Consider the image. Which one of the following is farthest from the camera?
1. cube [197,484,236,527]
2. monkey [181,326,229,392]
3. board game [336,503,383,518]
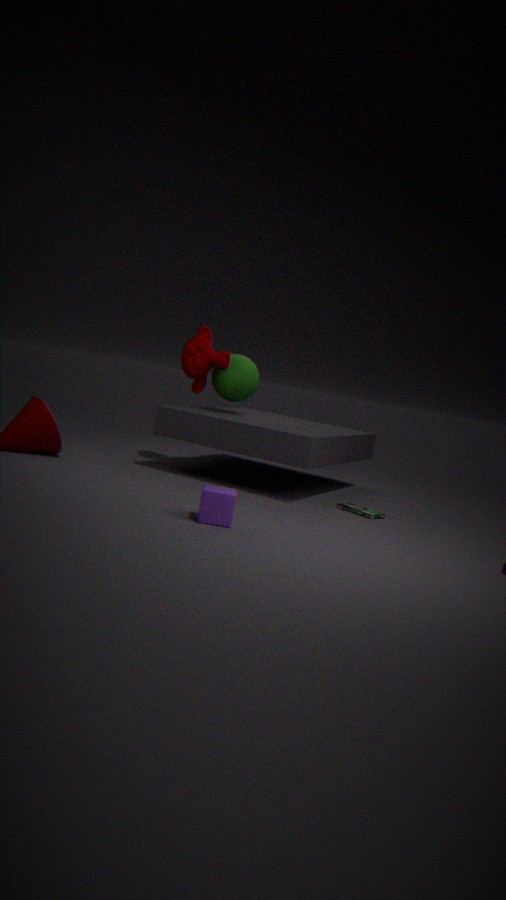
monkey [181,326,229,392]
